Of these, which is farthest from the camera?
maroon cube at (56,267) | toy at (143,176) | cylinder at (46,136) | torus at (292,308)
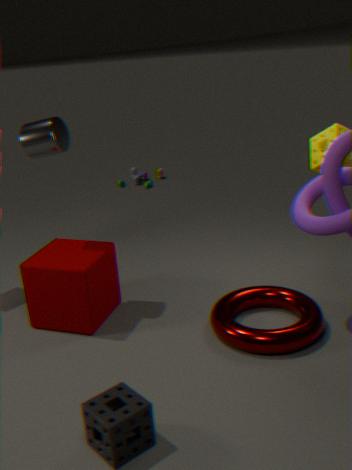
toy at (143,176)
